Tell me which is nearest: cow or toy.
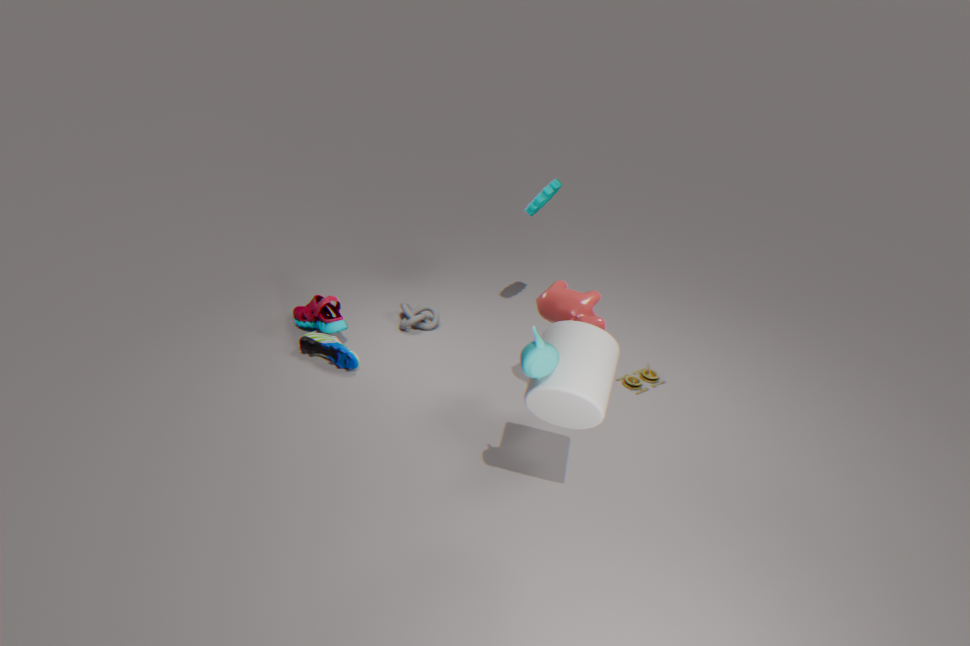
cow
